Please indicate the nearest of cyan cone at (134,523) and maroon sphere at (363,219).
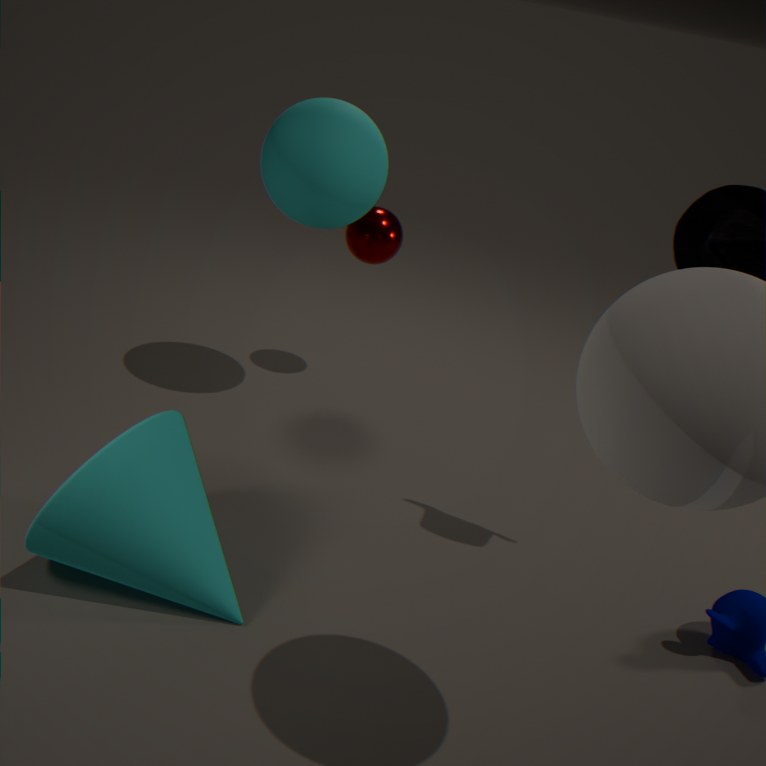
cyan cone at (134,523)
